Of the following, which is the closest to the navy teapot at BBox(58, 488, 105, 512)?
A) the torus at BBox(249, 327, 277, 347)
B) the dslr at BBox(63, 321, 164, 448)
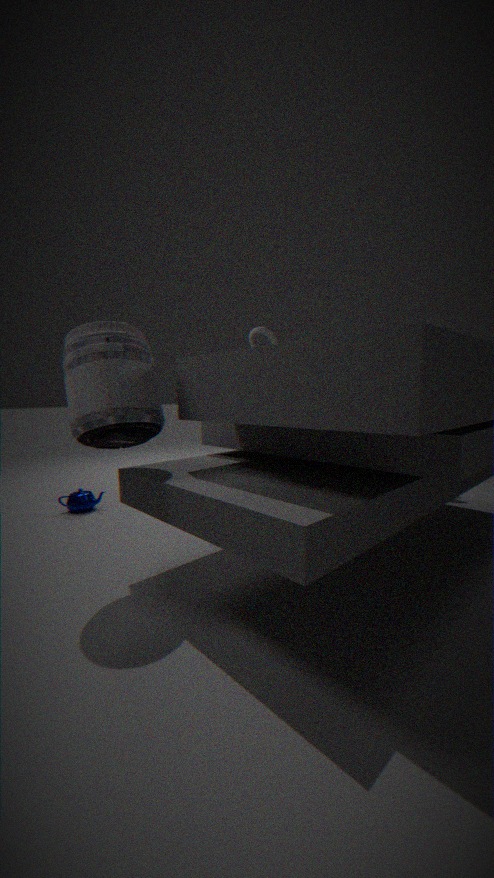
the dslr at BBox(63, 321, 164, 448)
